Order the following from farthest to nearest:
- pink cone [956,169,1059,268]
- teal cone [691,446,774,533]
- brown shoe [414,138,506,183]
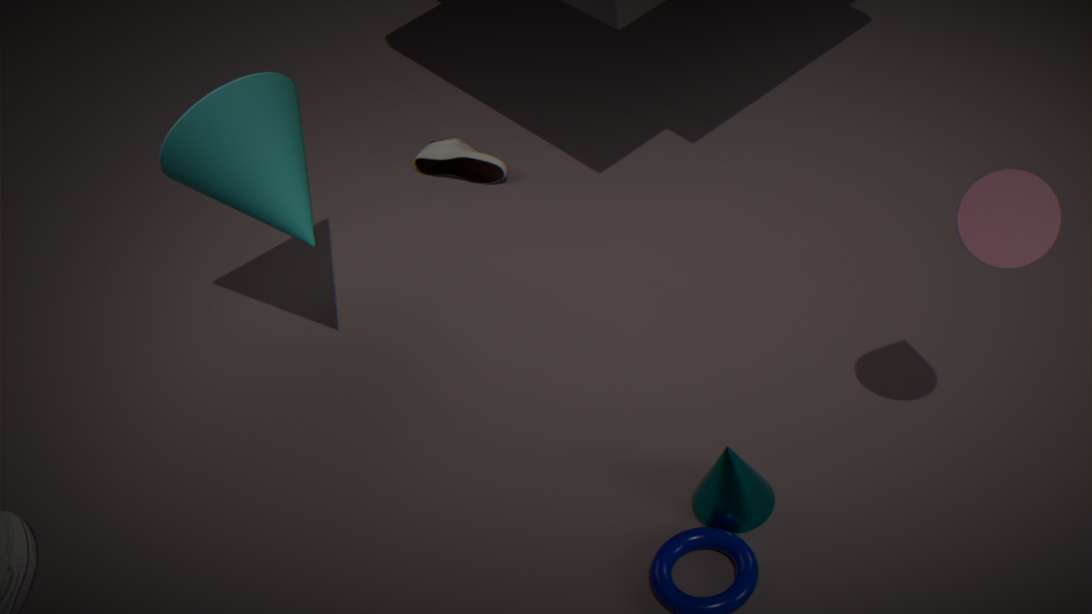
1. brown shoe [414,138,506,183]
2. teal cone [691,446,774,533]
3. pink cone [956,169,1059,268]
